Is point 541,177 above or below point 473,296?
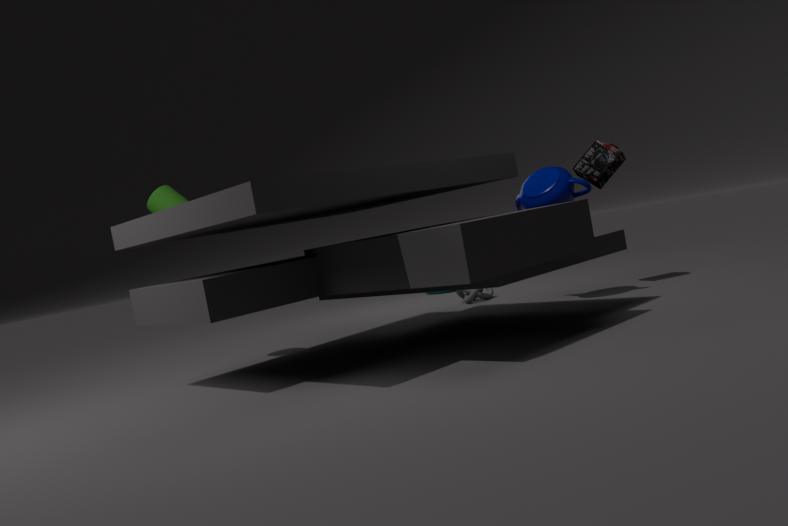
above
